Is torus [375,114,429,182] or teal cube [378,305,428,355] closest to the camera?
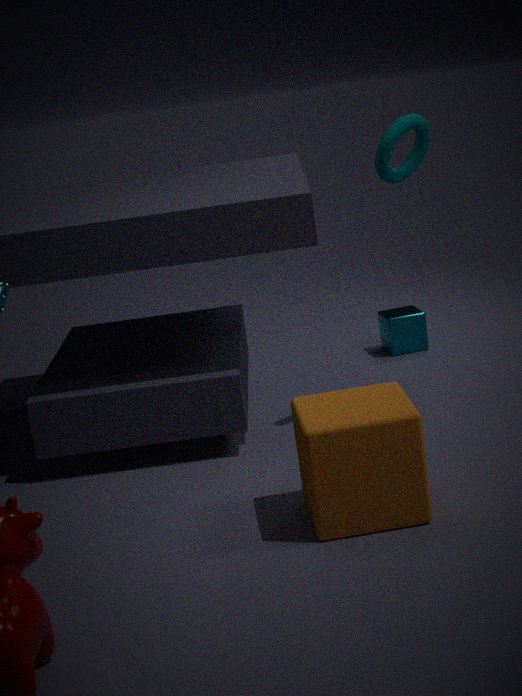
torus [375,114,429,182]
